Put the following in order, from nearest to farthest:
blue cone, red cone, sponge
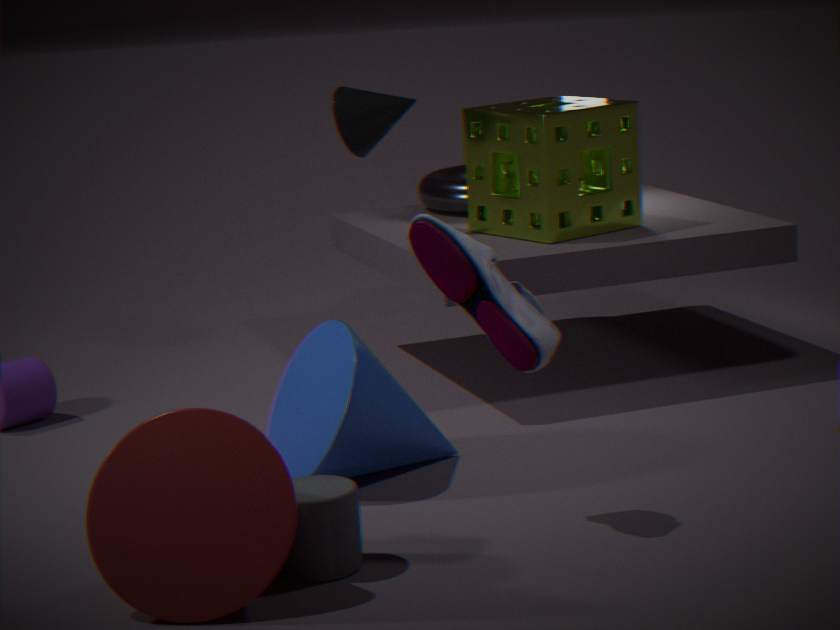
red cone, blue cone, sponge
